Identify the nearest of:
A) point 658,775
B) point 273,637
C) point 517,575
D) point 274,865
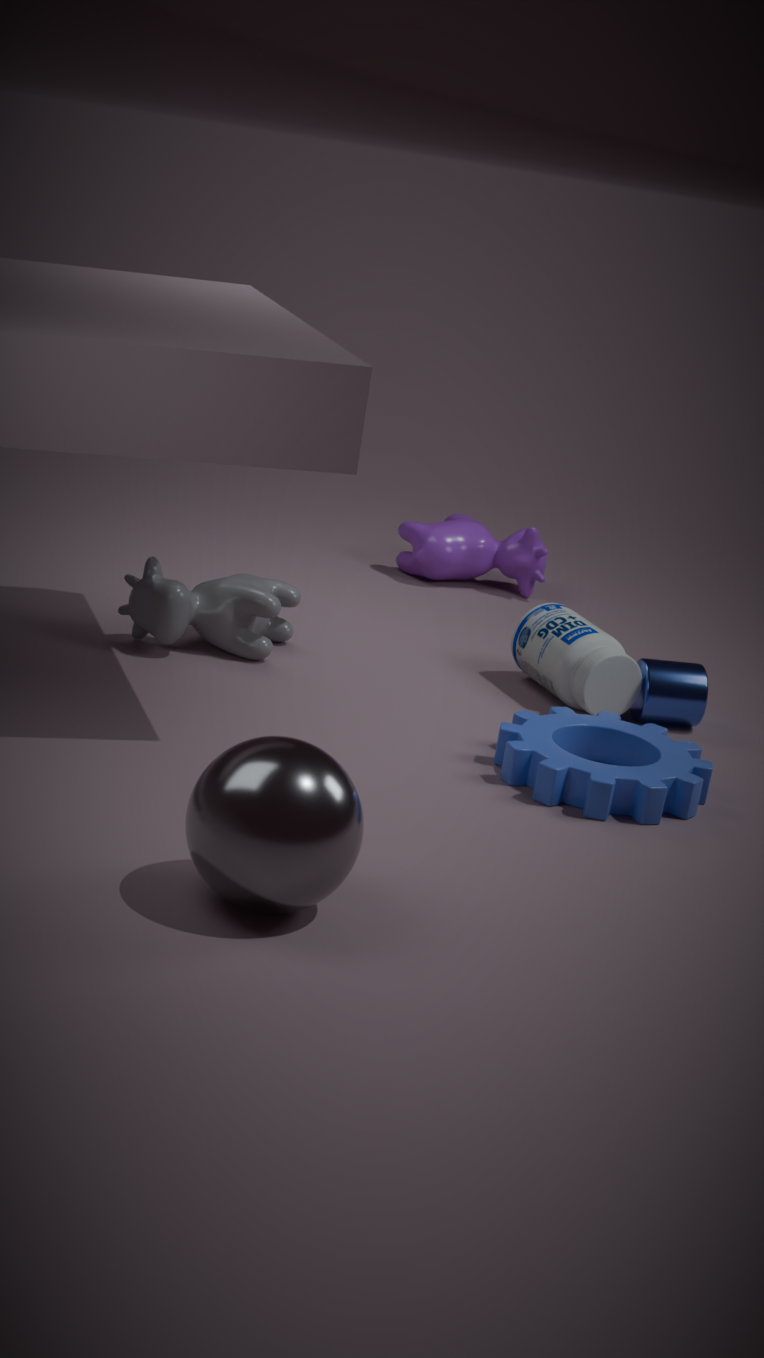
point 274,865
